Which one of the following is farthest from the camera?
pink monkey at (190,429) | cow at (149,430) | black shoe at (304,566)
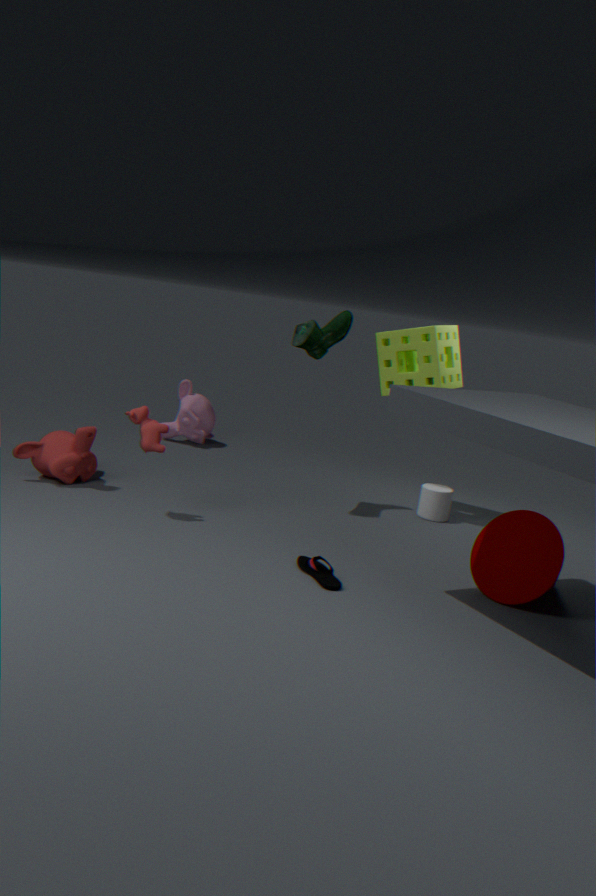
pink monkey at (190,429)
